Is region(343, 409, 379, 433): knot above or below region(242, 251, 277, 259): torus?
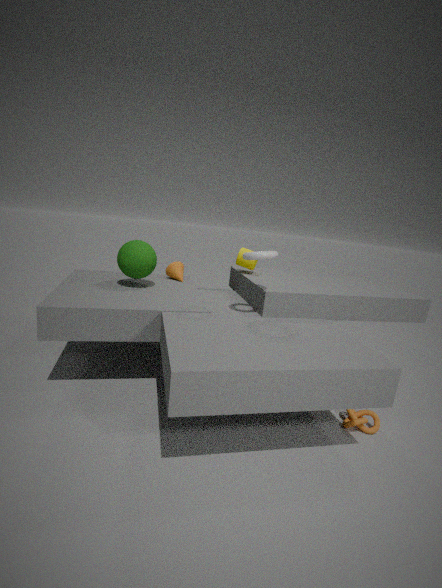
below
